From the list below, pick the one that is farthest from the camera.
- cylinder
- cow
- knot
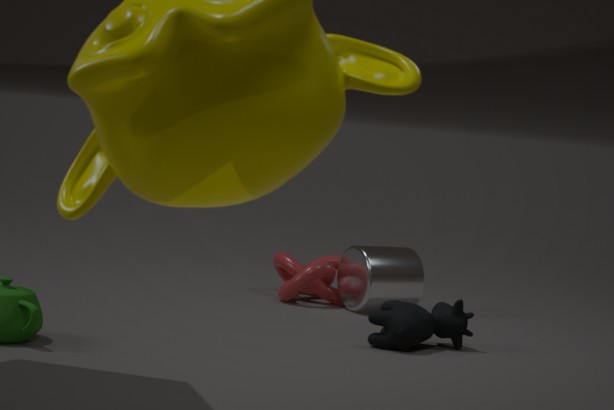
knot
